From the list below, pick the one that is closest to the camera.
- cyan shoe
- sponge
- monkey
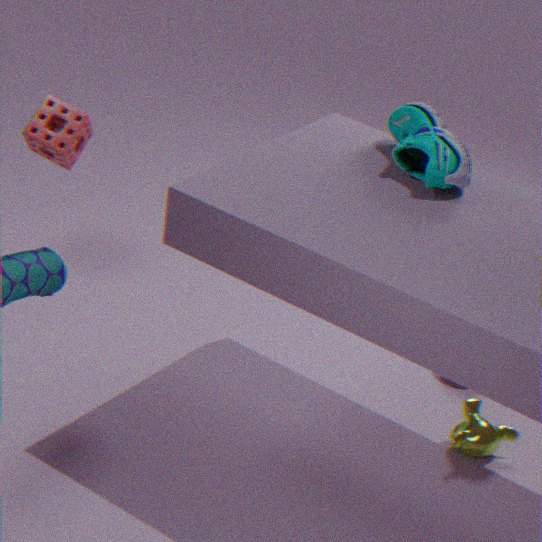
cyan shoe
